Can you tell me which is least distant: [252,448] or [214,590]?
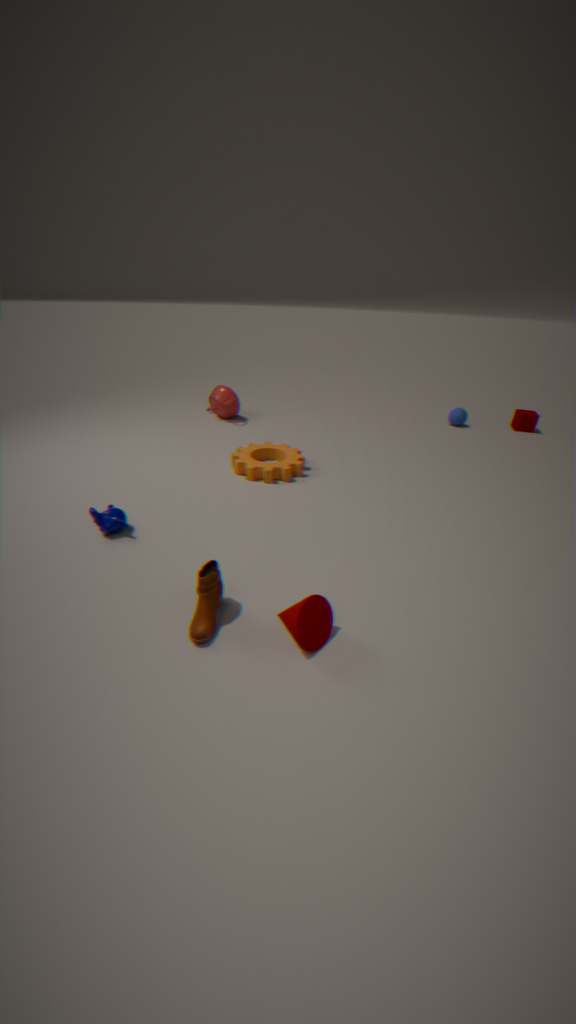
[214,590]
